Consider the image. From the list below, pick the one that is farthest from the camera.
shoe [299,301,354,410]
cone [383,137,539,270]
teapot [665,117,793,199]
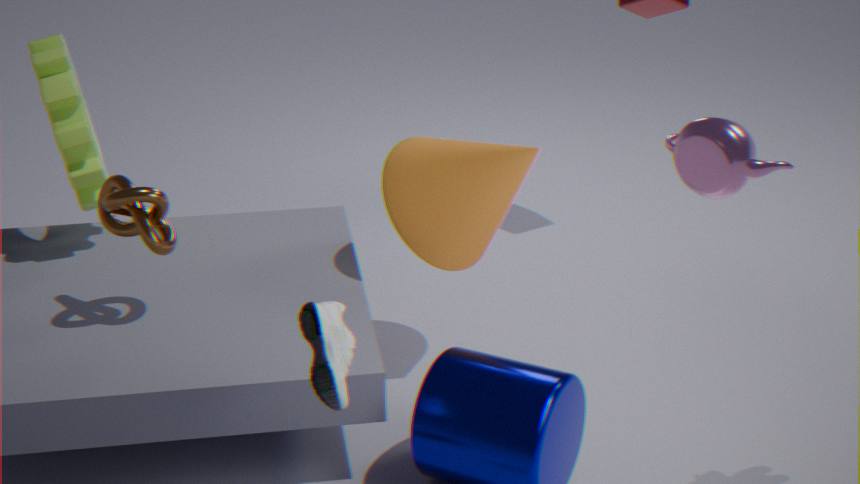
cone [383,137,539,270]
